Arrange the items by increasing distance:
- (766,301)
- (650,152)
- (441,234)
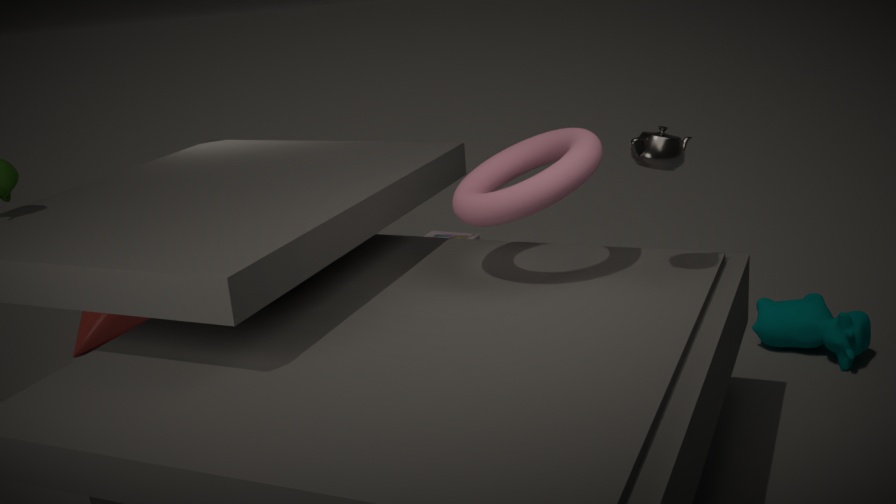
(650,152), (766,301), (441,234)
